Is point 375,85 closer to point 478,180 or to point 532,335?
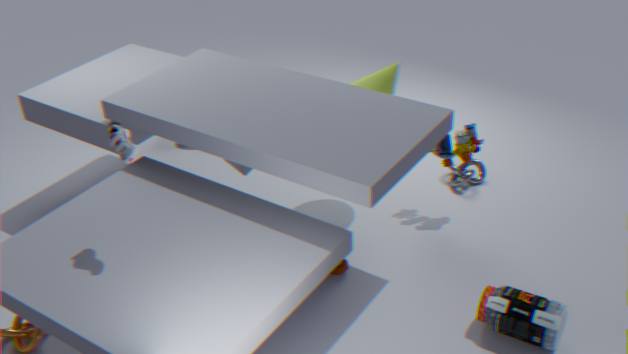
point 478,180
